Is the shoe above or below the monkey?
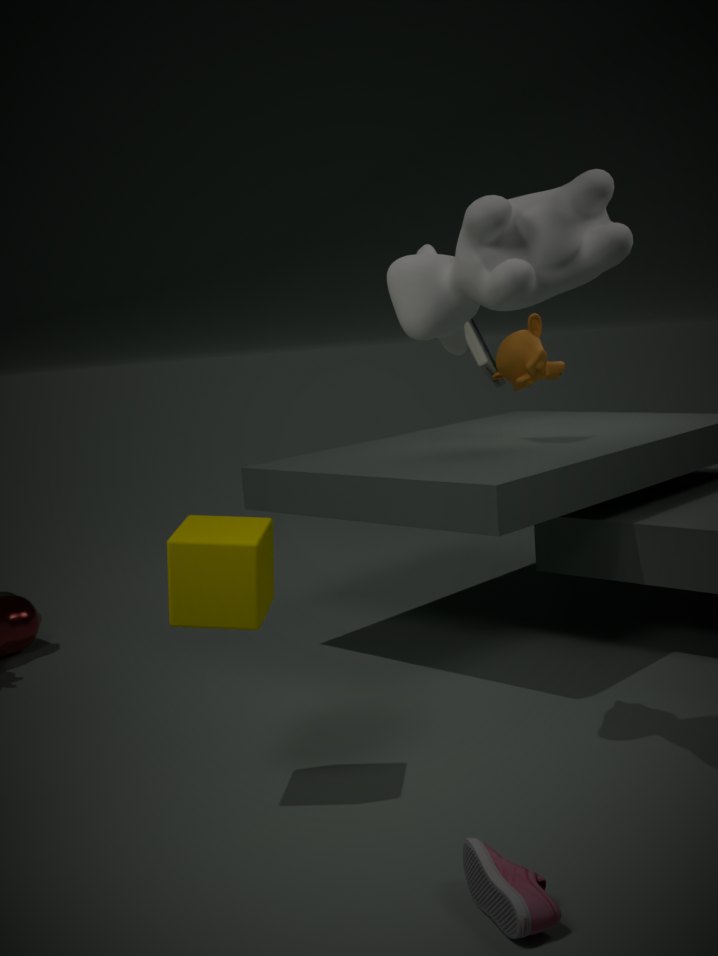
below
